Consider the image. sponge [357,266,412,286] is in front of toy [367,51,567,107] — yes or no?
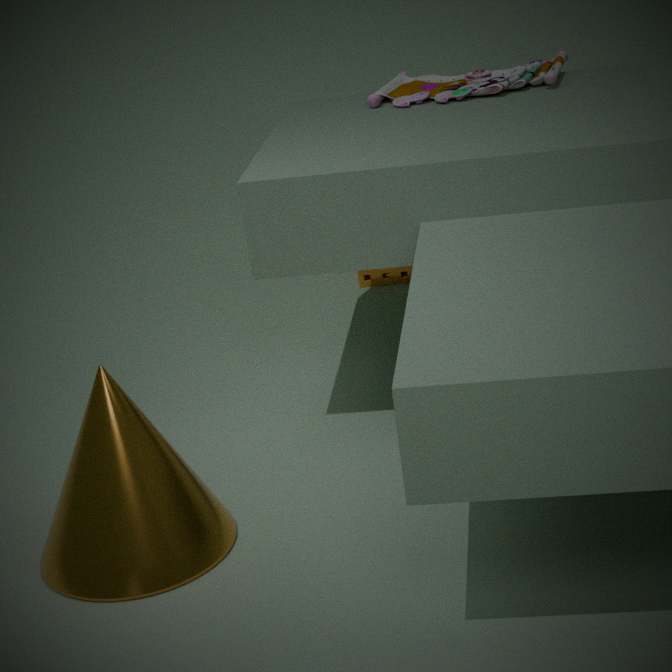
No
